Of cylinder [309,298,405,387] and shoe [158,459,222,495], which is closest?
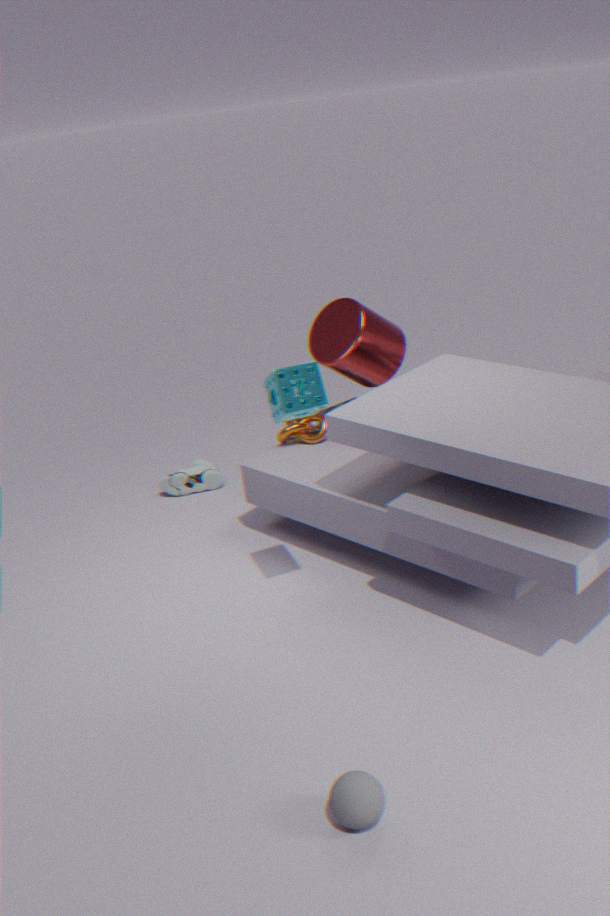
cylinder [309,298,405,387]
